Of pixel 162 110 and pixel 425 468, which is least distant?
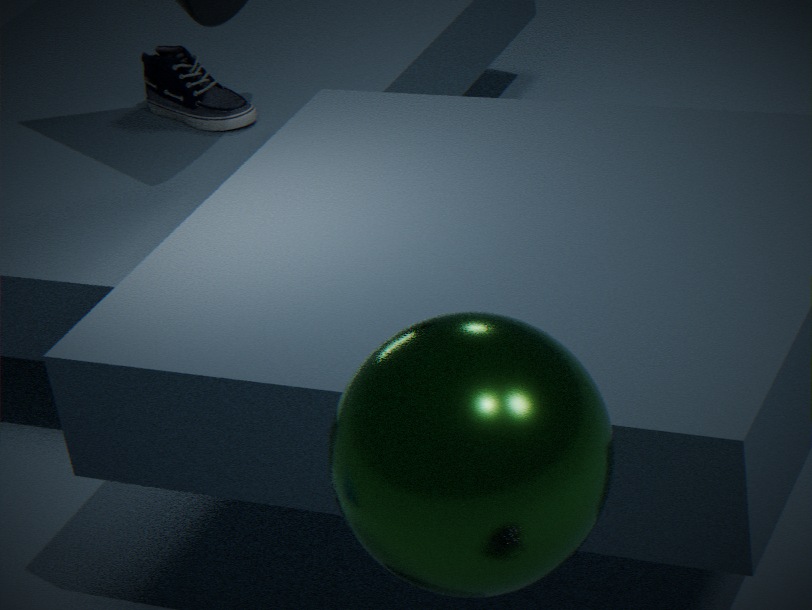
pixel 425 468
